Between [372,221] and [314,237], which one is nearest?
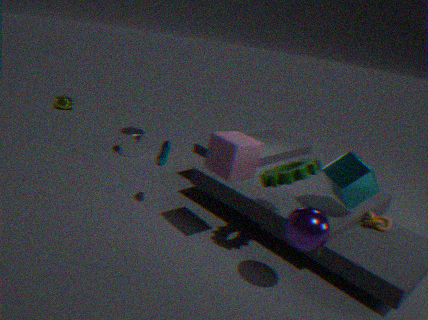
[314,237]
